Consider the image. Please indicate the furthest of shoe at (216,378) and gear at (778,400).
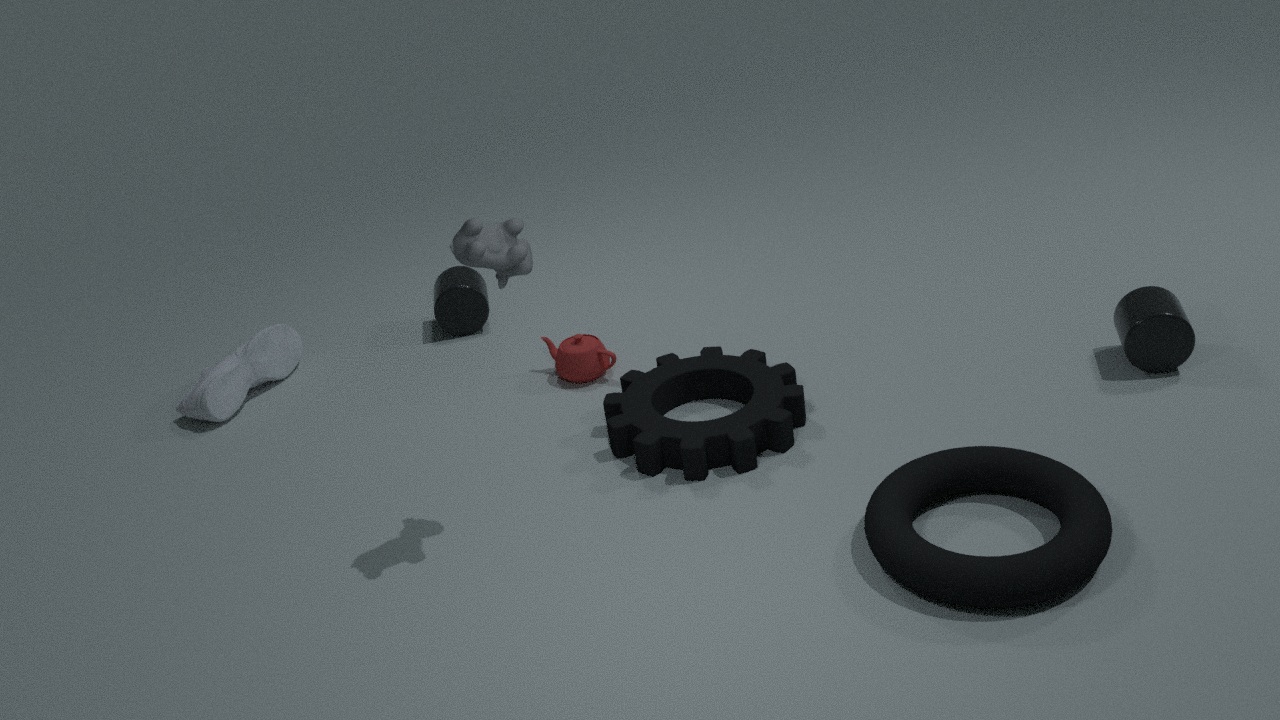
shoe at (216,378)
